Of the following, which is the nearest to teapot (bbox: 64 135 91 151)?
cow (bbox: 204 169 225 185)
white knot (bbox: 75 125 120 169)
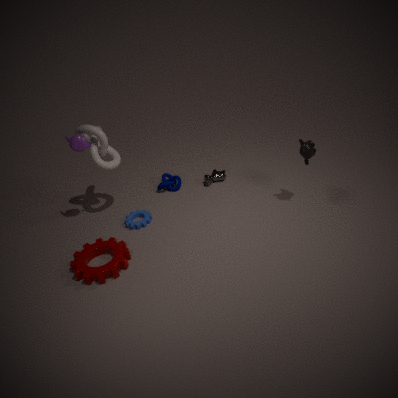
white knot (bbox: 75 125 120 169)
